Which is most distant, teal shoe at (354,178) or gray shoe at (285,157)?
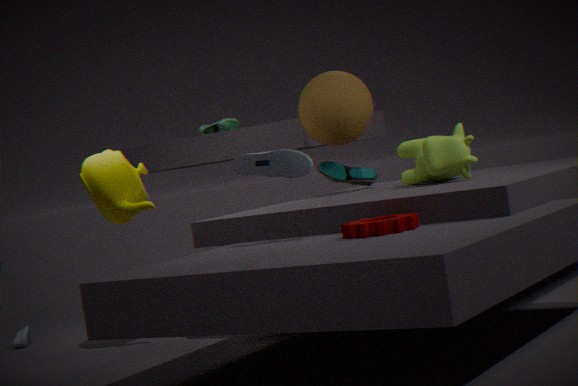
teal shoe at (354,178)
